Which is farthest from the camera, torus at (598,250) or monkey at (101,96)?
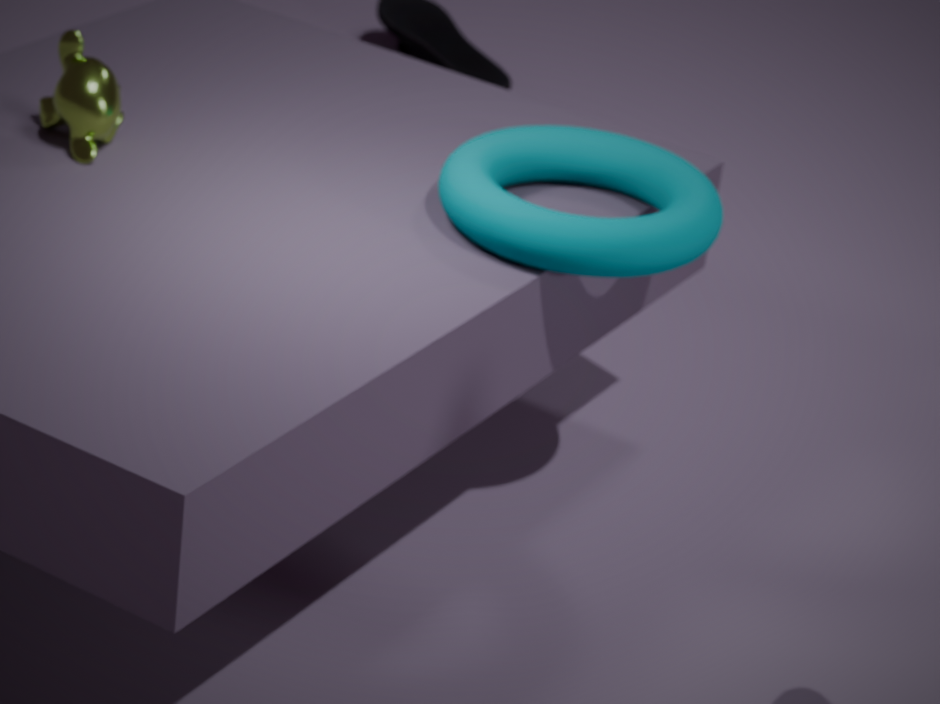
monkey at (101,96)
